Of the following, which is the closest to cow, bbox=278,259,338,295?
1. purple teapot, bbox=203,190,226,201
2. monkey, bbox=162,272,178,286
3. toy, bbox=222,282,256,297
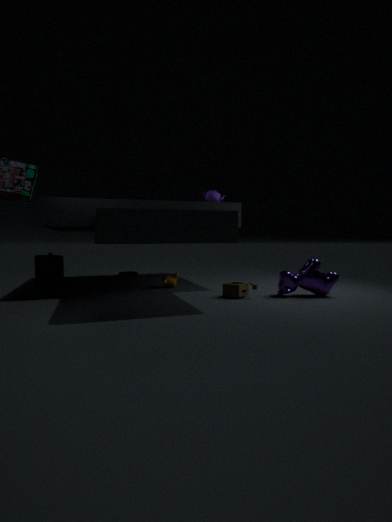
toy, bbox=222,282,256,297
